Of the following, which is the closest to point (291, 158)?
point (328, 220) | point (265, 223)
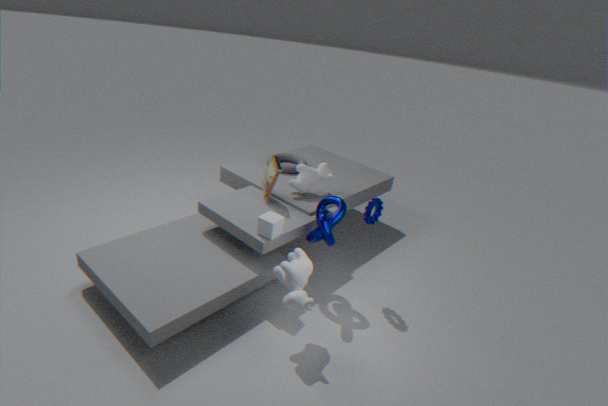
point (328, 220)
